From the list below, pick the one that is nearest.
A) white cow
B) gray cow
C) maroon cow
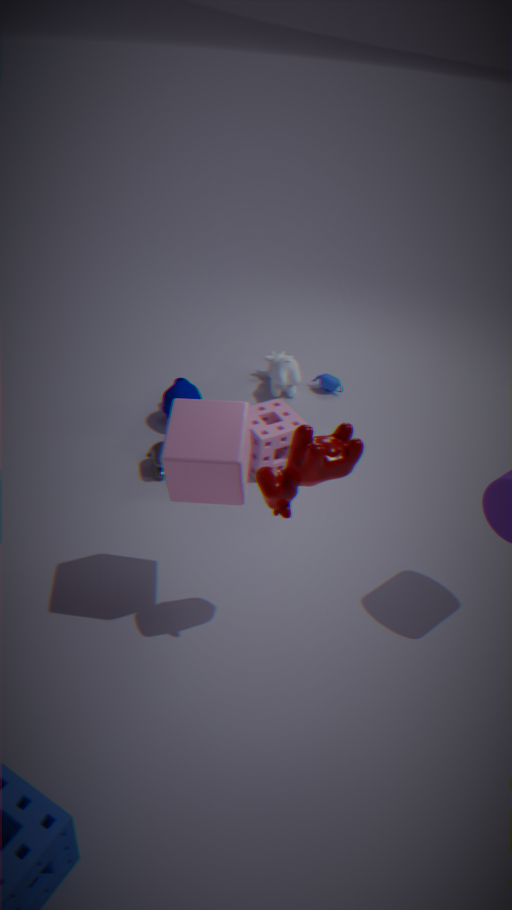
C. maroon cow
